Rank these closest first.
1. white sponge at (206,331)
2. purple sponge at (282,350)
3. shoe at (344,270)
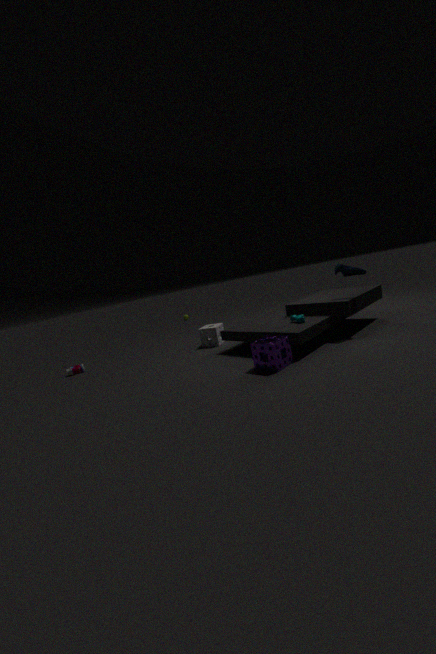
purple sponge at (282,350) → shoe at (344,270) → white sponge at (206,331)
